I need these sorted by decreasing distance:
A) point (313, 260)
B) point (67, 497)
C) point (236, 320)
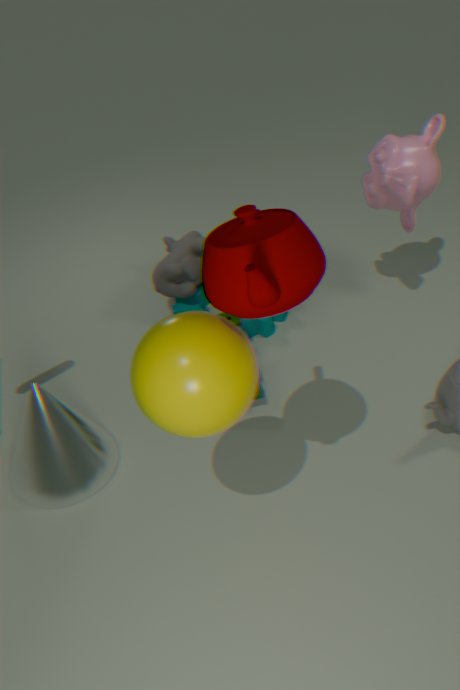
point (236, 320)
point (67, 497)
point (313, 260)
